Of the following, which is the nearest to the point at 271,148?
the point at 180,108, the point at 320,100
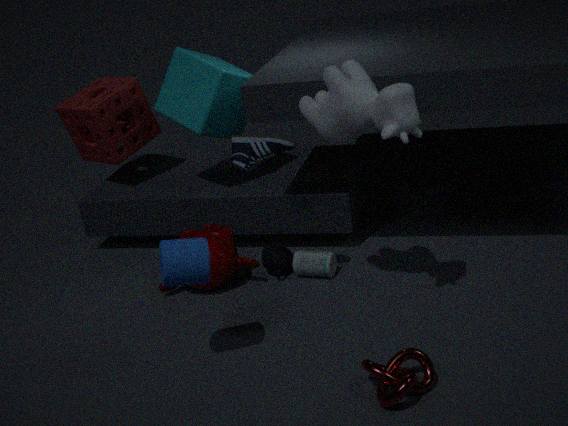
the point at 320,100
